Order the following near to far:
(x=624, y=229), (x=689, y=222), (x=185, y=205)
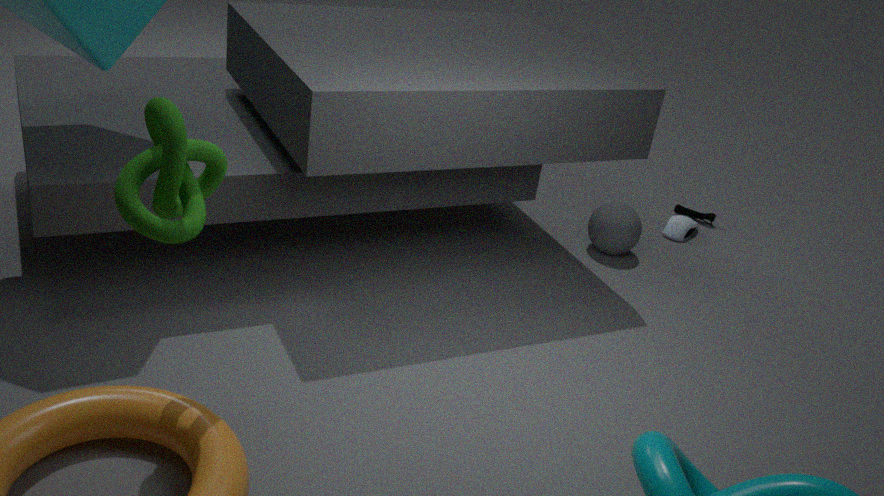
1. (x=185, y=205)
2. (x=624, y=229)
3. (x=689, y=222)
